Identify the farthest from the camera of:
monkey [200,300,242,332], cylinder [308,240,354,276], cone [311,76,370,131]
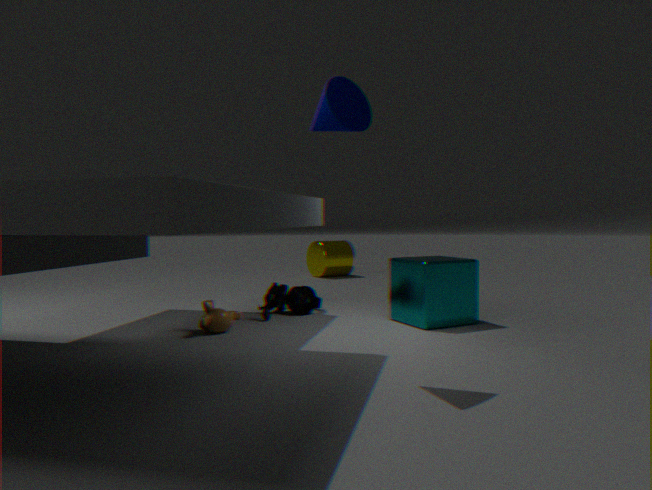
cylinder [308,240,354,276]
